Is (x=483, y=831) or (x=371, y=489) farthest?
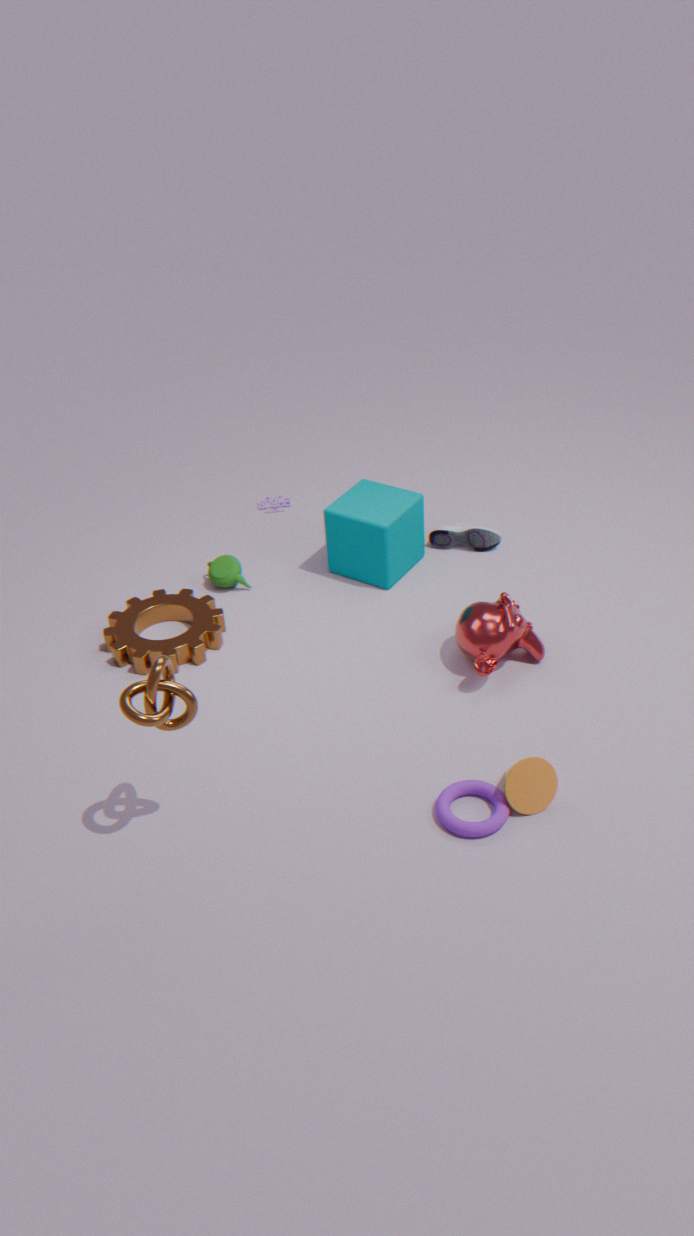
(x=371, y=489)
